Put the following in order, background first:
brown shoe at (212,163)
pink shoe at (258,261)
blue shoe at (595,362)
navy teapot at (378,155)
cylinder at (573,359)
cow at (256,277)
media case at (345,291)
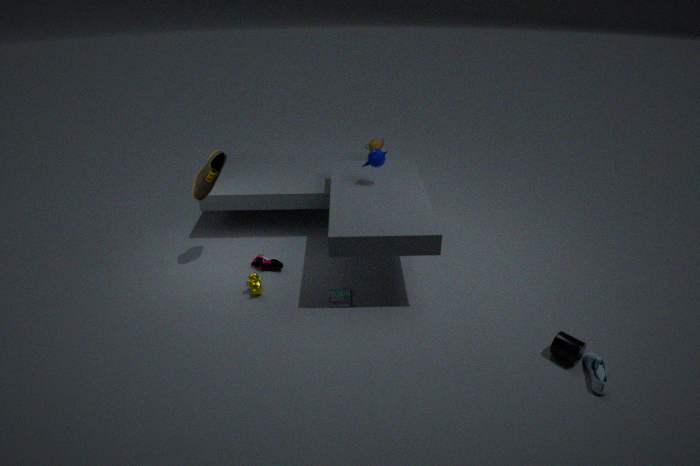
pink shoe at (258,261) < navy teapot at (378,155) < brown shoe at (212,163) < cow at (256,277) < media case at (345,291) < cylinder at (573,359) < blue shoe at (595,362)
